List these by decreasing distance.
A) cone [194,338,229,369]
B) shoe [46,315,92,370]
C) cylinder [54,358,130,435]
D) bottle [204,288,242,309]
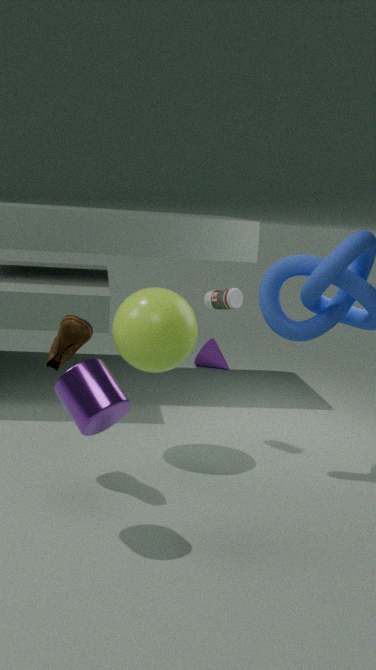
1. cone [194,338,229,369]
2. bottle [204,288,242,309]
3. shoe [46,315,92,370]
4. cylinder [54,358,130,435]
